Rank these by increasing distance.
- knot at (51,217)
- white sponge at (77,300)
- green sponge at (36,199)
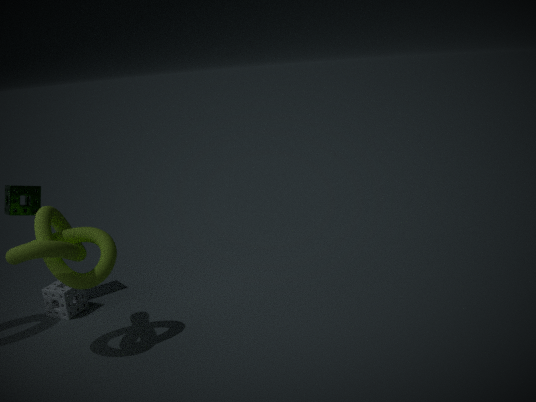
knot at (51,217)
white sponge at (77,300)
green sponge at (36,199)
